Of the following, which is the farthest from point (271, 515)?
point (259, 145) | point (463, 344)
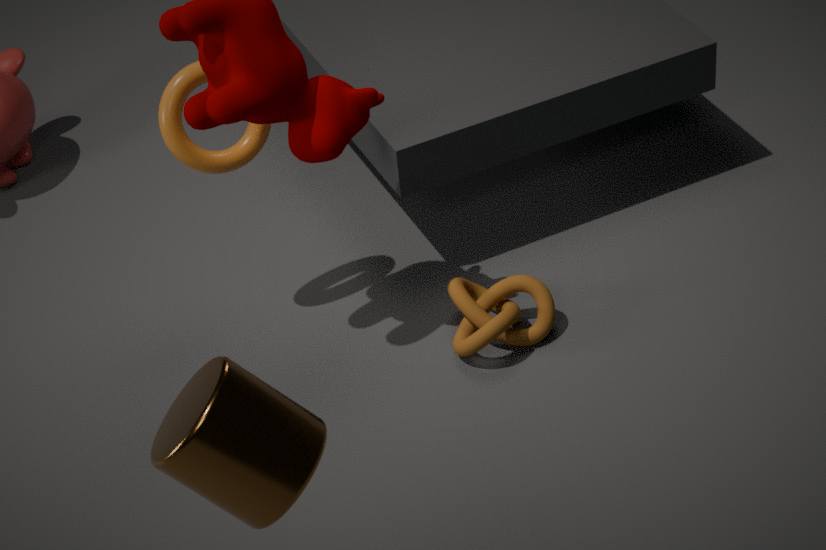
point (463, 344)
